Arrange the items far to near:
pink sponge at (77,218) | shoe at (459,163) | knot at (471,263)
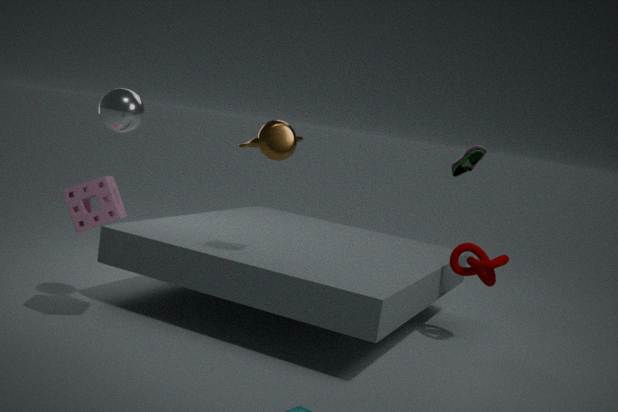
shoe at (459,163) → knot at (471,263) → pink sponge at (77,218)
